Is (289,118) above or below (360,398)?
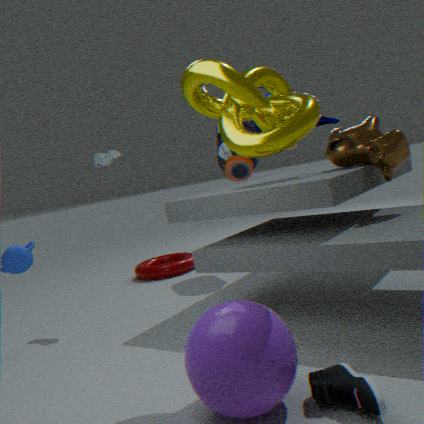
above
